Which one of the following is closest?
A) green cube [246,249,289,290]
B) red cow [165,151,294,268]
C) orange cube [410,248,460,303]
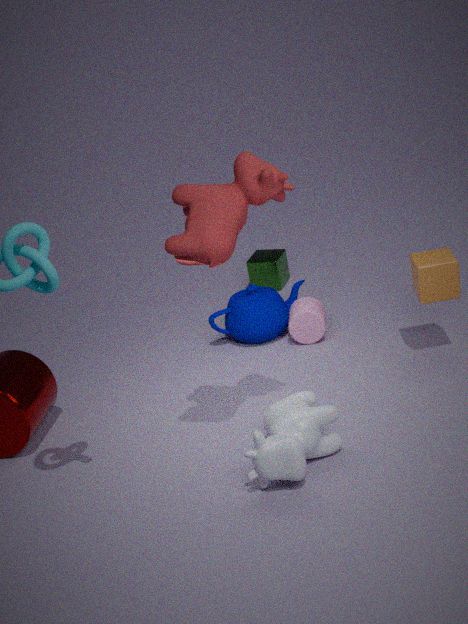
red cow [165,151,294,268]
